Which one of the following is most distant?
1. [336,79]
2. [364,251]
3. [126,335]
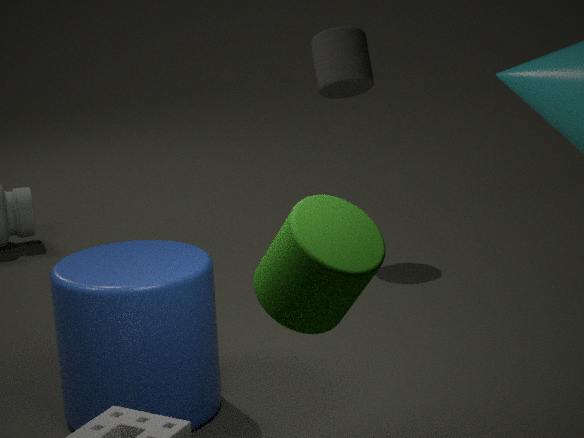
[336,79]
